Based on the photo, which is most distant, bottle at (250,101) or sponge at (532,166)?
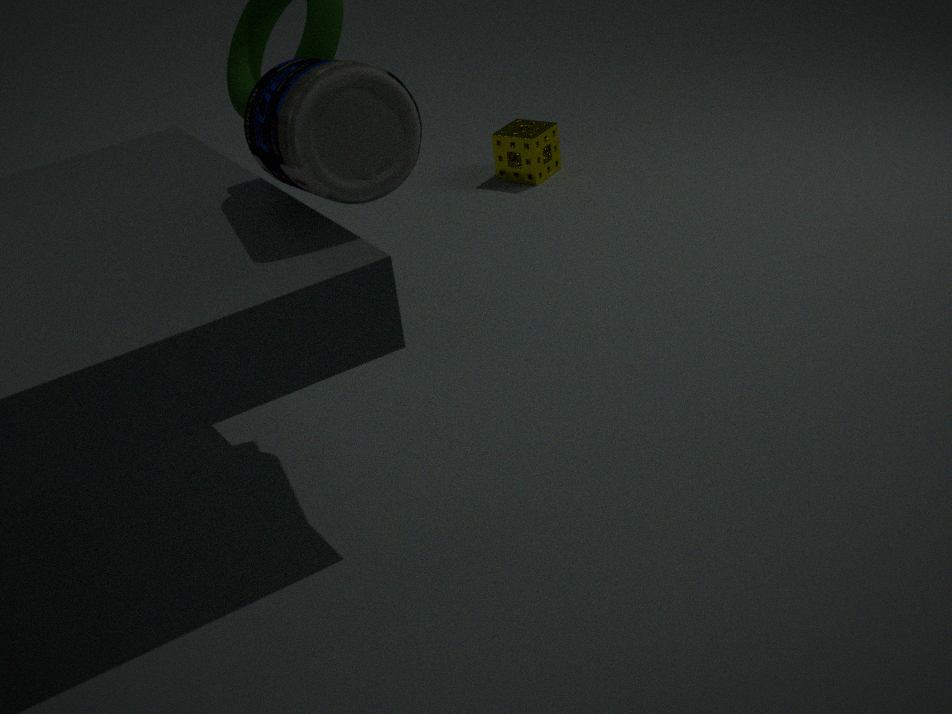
sponge at (532,166)
